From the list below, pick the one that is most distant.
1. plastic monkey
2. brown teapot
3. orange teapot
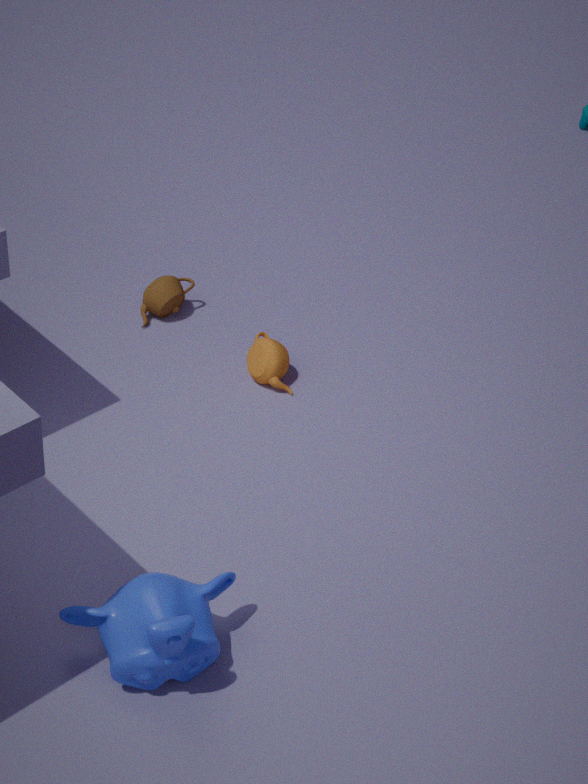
brown teapot
